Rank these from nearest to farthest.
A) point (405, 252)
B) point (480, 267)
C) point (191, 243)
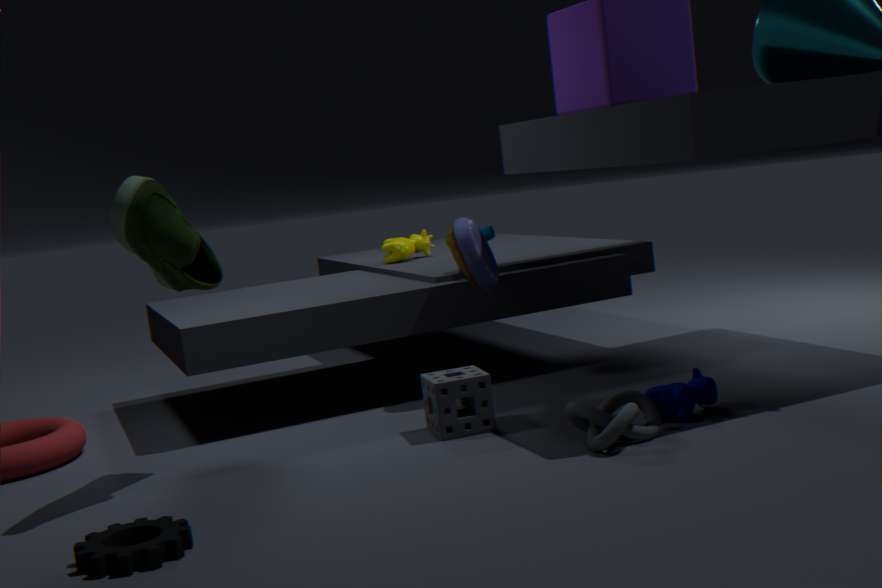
1. point (191, 243)
2. point (480, 267)
3. point (405, 252)
